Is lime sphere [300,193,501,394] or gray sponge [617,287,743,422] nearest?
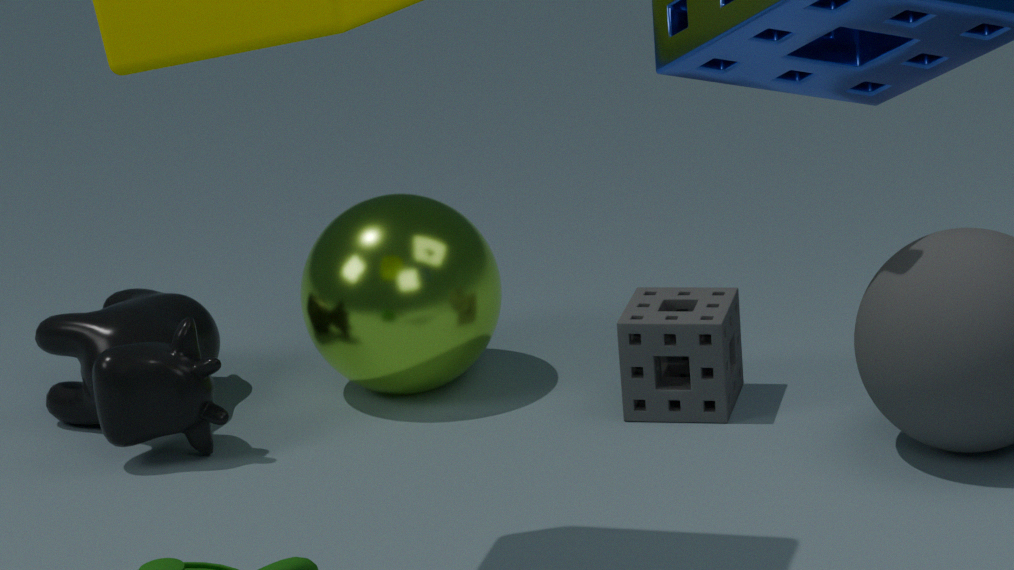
gray sponge [617,287,743,422]
